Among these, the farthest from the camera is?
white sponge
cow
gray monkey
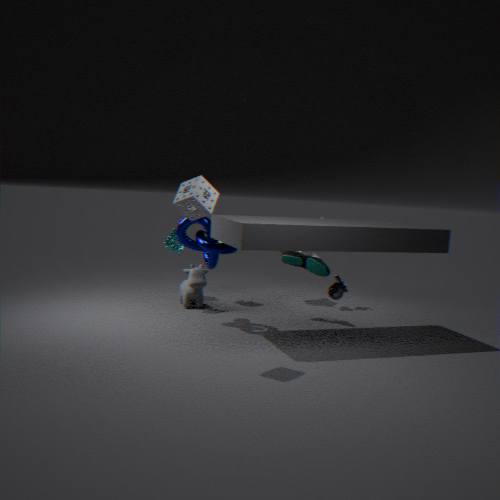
cow
